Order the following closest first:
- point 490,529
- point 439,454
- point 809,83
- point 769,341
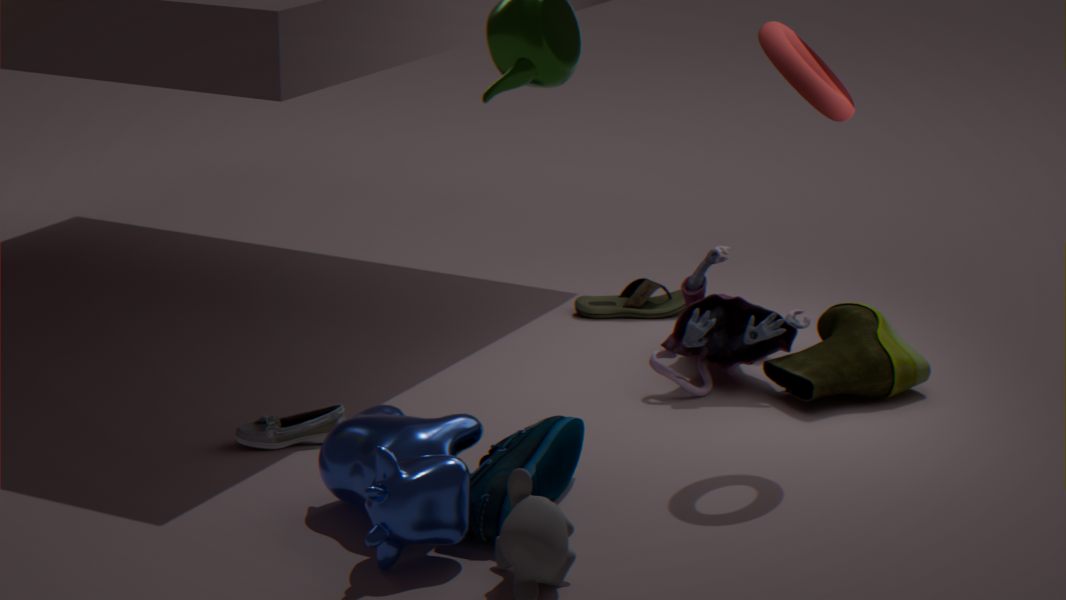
1. point 490,529
2. point 439,454
3. point 809,83
4. point 769,341
